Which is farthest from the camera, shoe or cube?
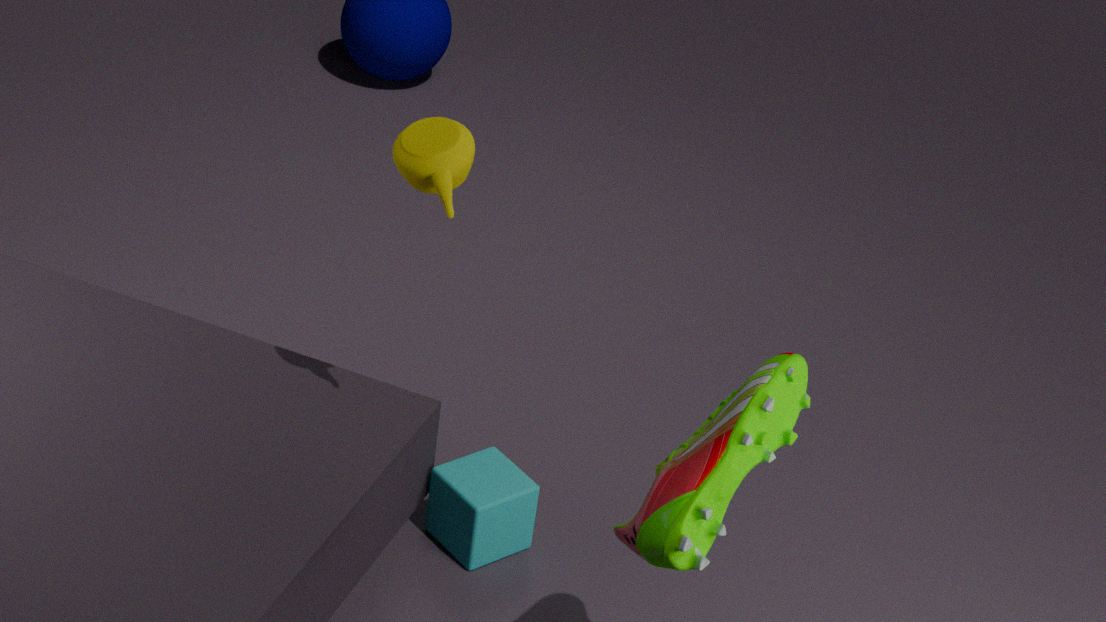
cube
